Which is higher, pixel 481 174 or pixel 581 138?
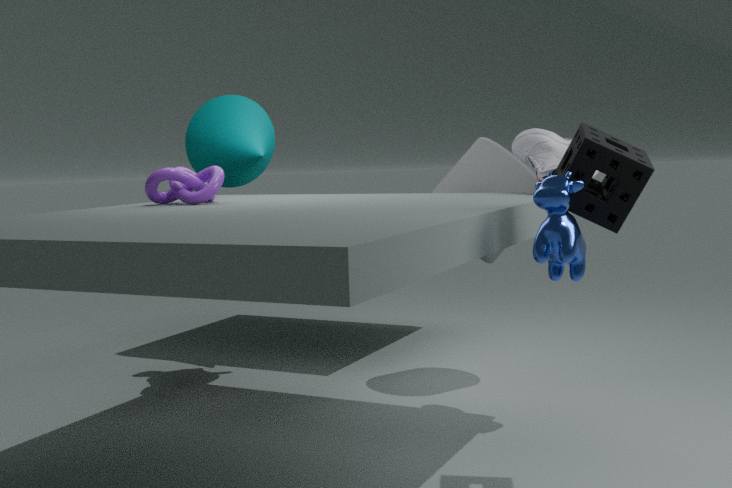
pixel 581 138
